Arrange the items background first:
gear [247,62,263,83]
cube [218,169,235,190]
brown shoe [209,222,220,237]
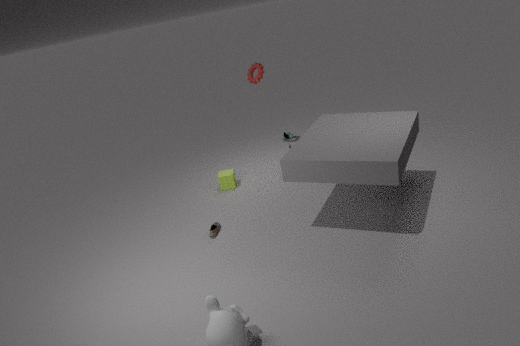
gear [247,62,263,83], cube [218,169,235,190], brown shoe [209,222,220,237]
